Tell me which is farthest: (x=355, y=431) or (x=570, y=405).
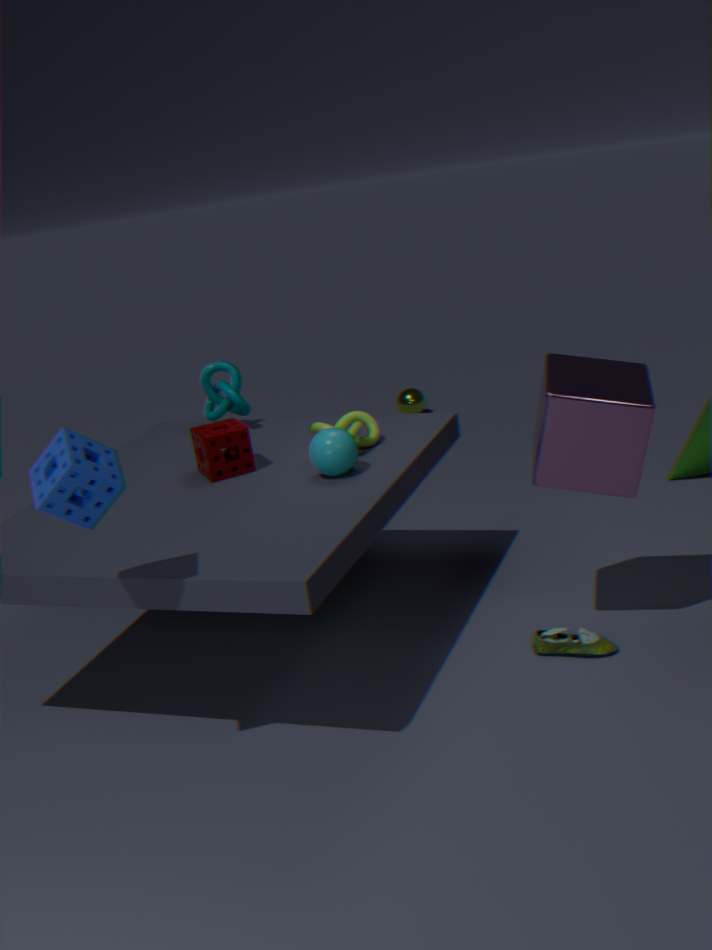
(x=355, y=431)
